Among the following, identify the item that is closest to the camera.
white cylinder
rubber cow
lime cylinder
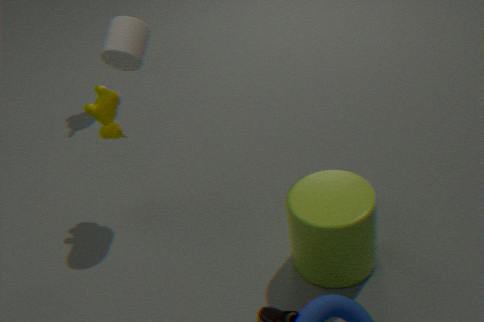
lime cylinder
